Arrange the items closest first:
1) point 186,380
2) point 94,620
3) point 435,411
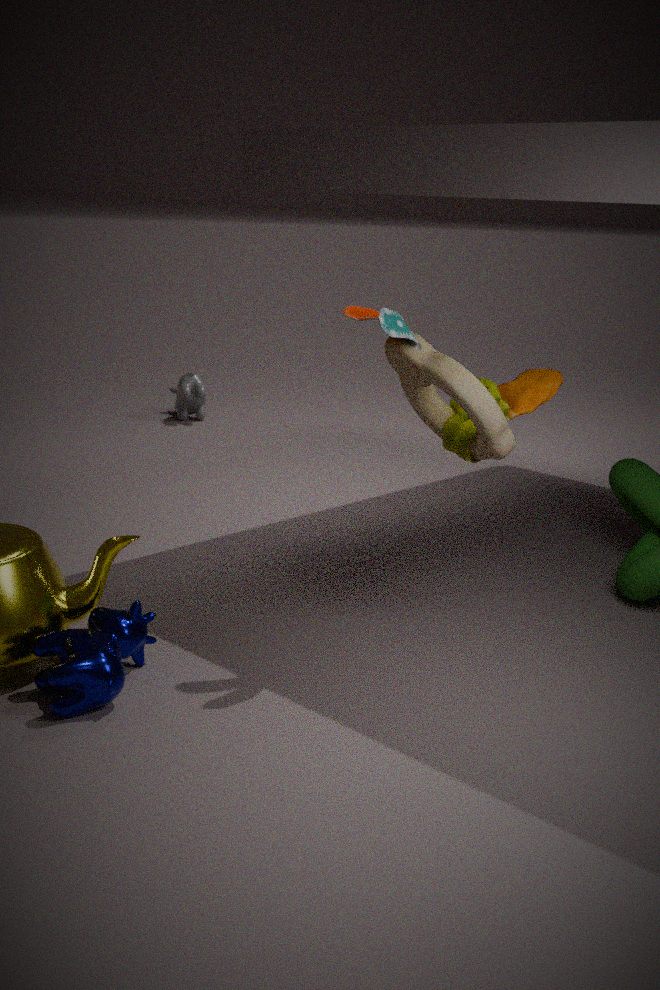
2. point 94,620, 3. point 435,411, 1. point 186,380
